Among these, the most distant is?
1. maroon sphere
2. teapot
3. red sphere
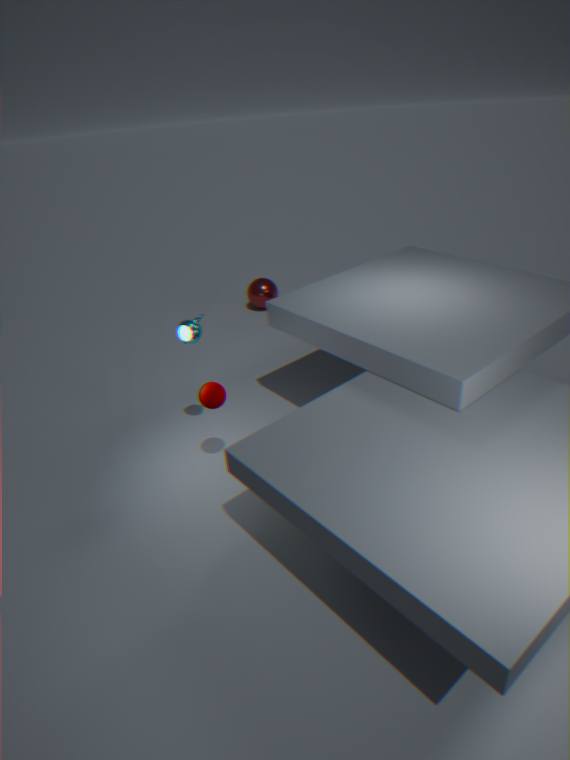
red sphere
